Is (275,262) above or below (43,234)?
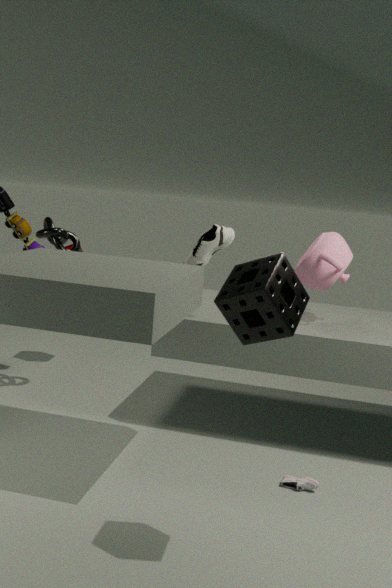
above
